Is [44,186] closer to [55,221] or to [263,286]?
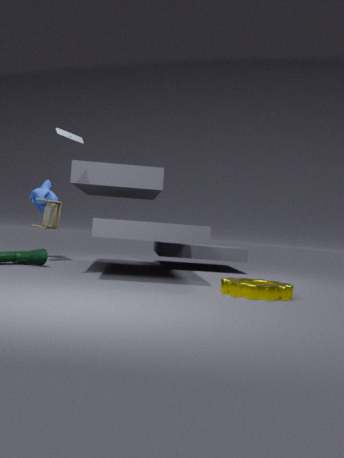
[55,221]
